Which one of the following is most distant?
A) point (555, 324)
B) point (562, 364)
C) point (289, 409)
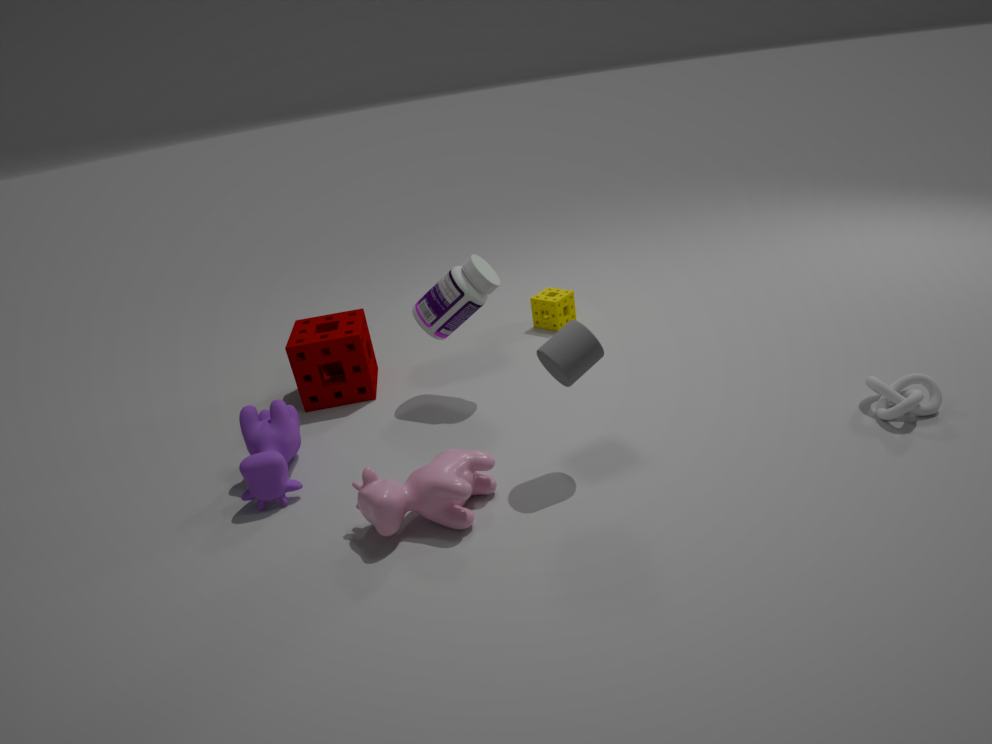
point (555, 324)
